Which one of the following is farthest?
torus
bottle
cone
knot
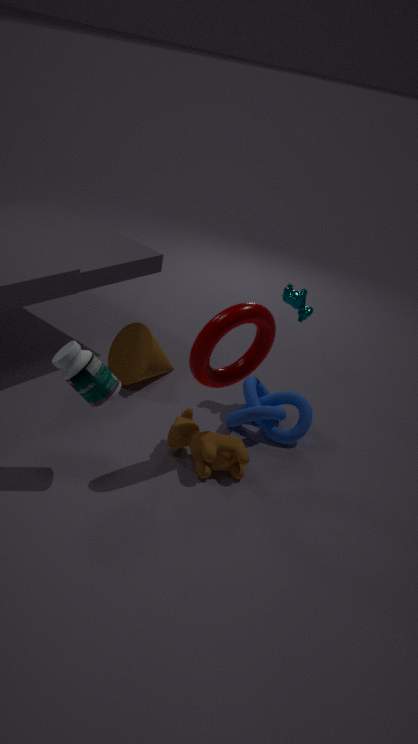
cone
